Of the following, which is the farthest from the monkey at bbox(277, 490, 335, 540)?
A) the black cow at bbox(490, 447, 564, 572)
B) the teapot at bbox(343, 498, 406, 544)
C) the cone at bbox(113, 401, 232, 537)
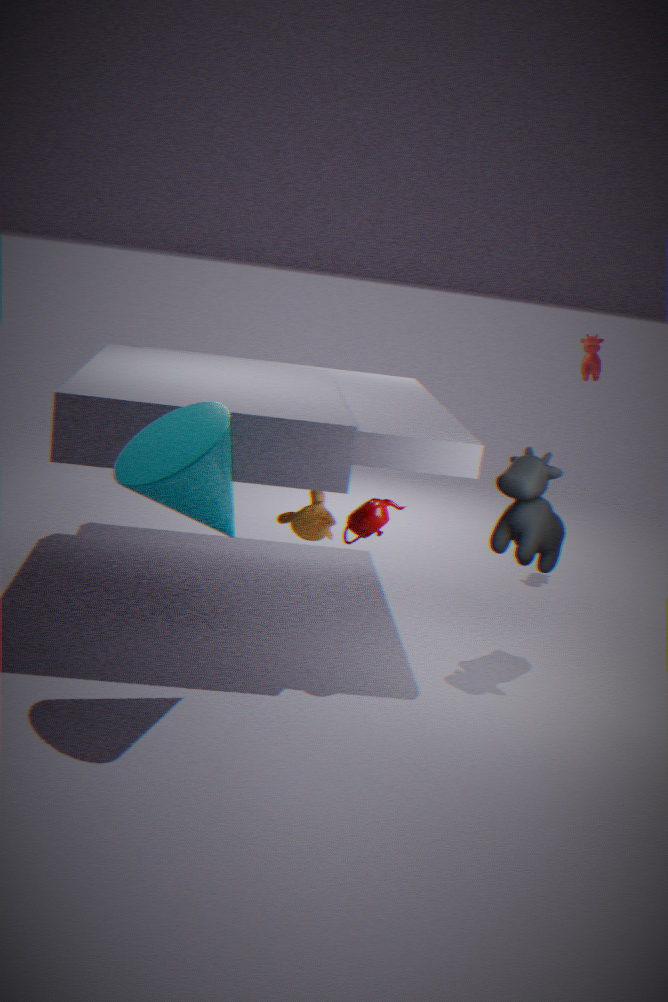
the black cow at bbox(490, 447, 564, 572)
